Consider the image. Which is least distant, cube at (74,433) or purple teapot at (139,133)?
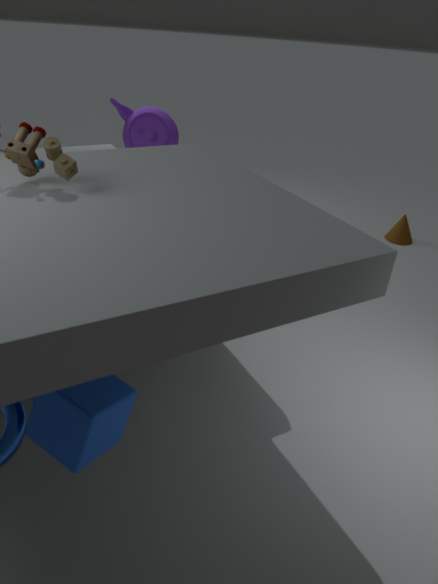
cube at (74,433)
